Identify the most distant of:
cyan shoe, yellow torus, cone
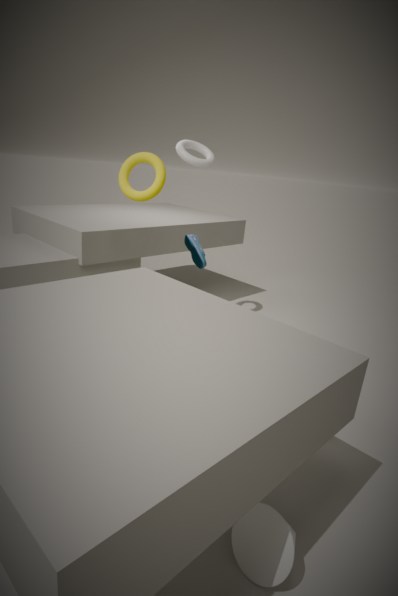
cyan shoe
